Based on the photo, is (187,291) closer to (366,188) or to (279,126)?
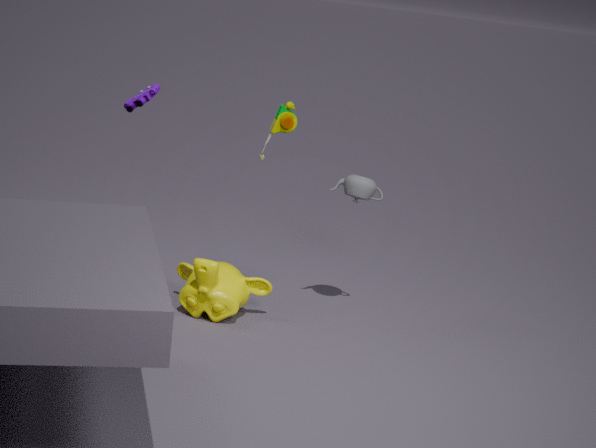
(366,188)
